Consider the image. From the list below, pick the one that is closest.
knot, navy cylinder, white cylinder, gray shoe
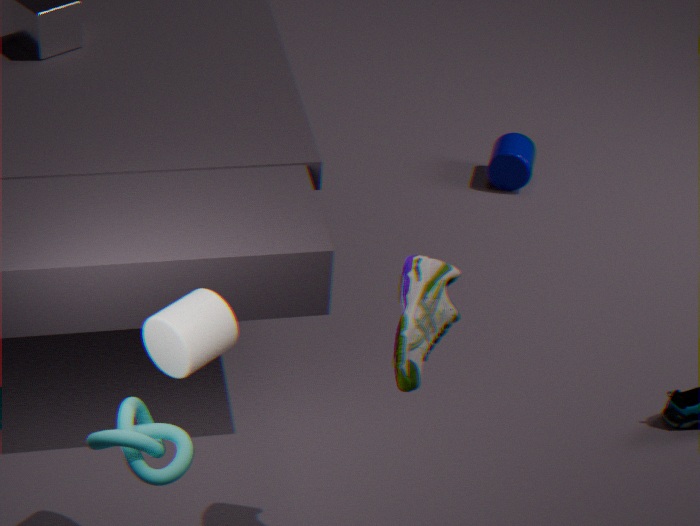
knot
